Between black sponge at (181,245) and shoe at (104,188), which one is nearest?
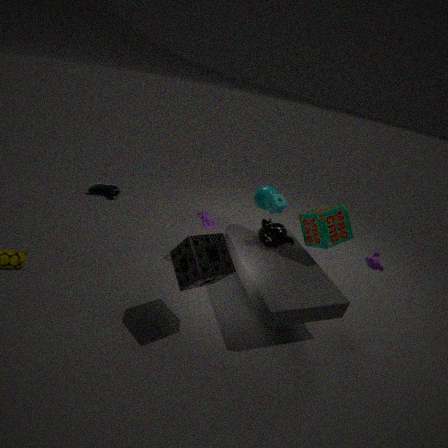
black sponge at (181,245)
